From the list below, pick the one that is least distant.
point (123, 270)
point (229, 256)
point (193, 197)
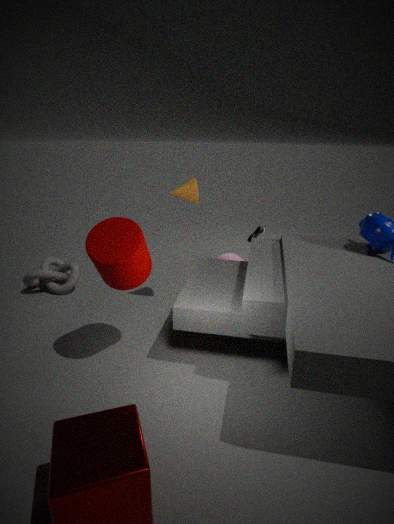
point (123, 270)
